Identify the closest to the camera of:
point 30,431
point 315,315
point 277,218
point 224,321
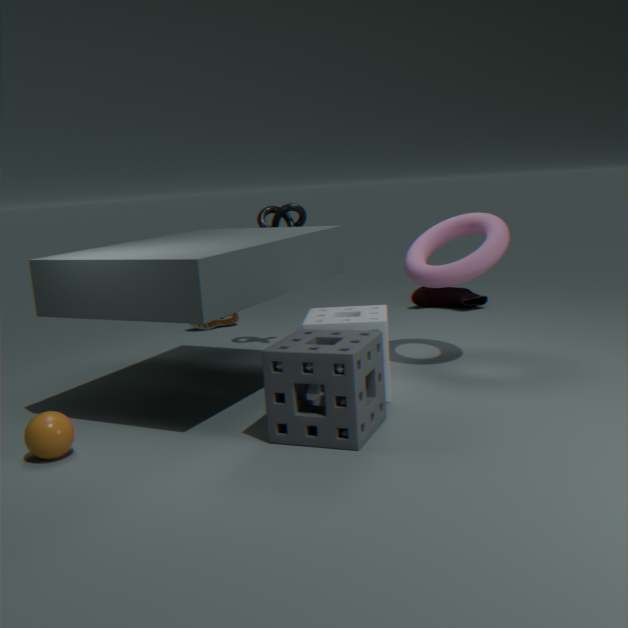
point 30,431
